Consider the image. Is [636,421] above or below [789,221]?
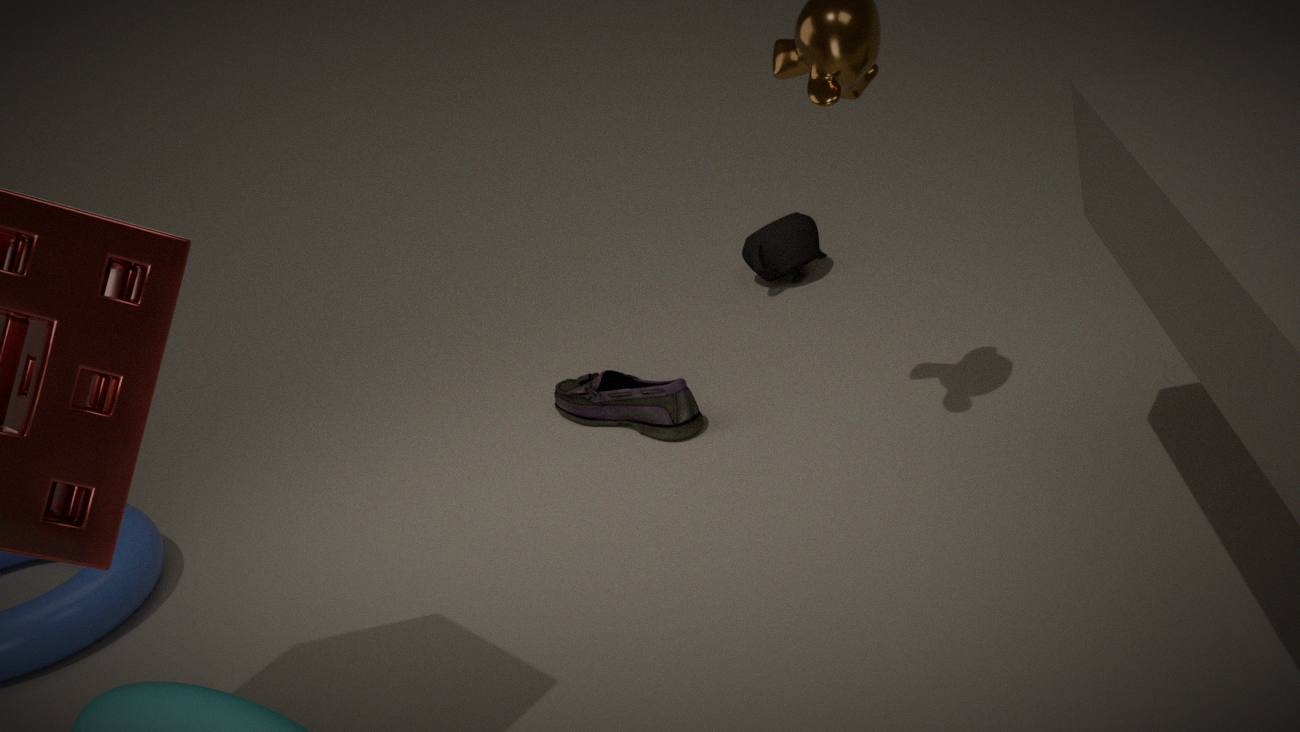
below
